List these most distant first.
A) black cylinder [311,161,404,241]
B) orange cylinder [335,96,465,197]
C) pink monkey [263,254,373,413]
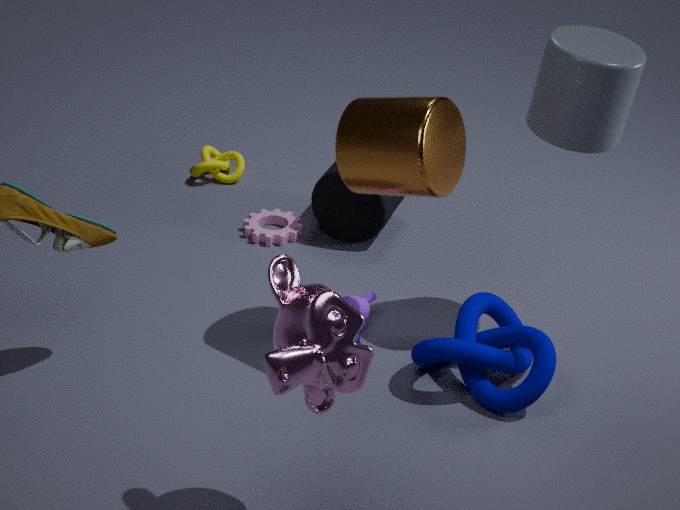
black cylinder [311,161,404,241] → orange cylinder [335,96,465,197] → pink monkey [263,254,373,413]
